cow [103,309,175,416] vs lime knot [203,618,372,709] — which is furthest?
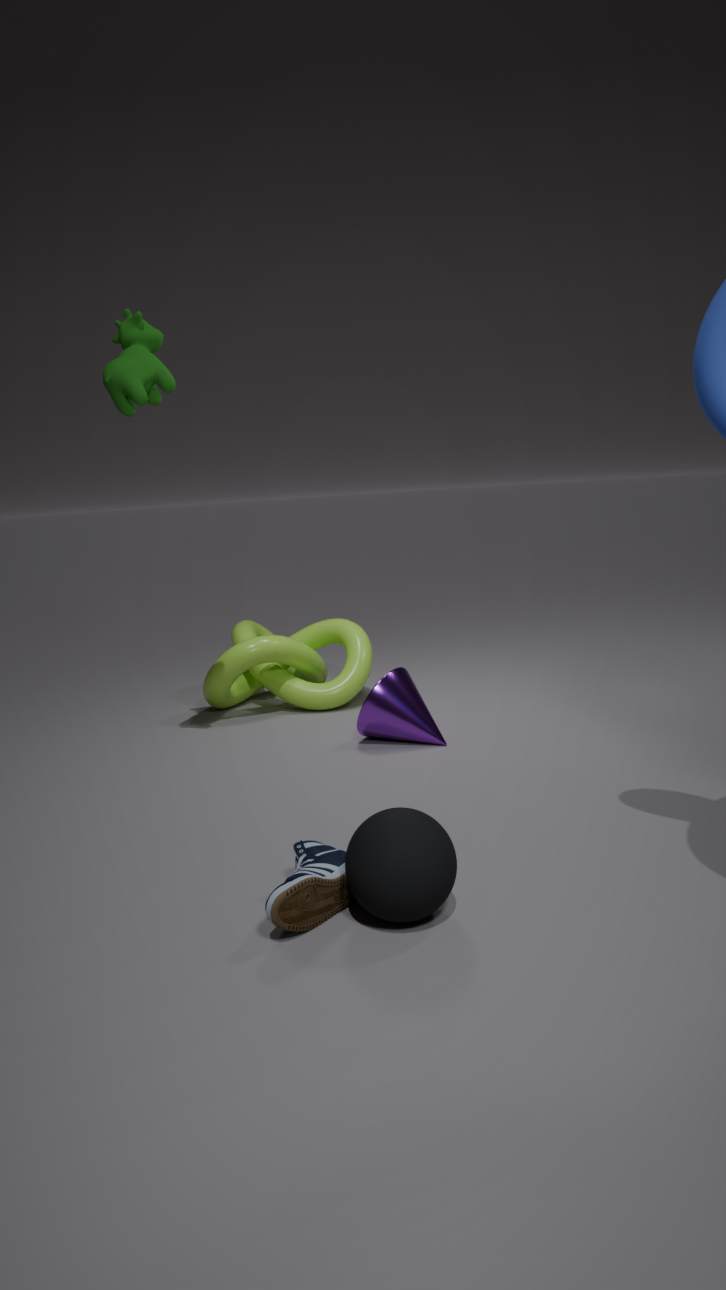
lime knot [203,618,372,709]
